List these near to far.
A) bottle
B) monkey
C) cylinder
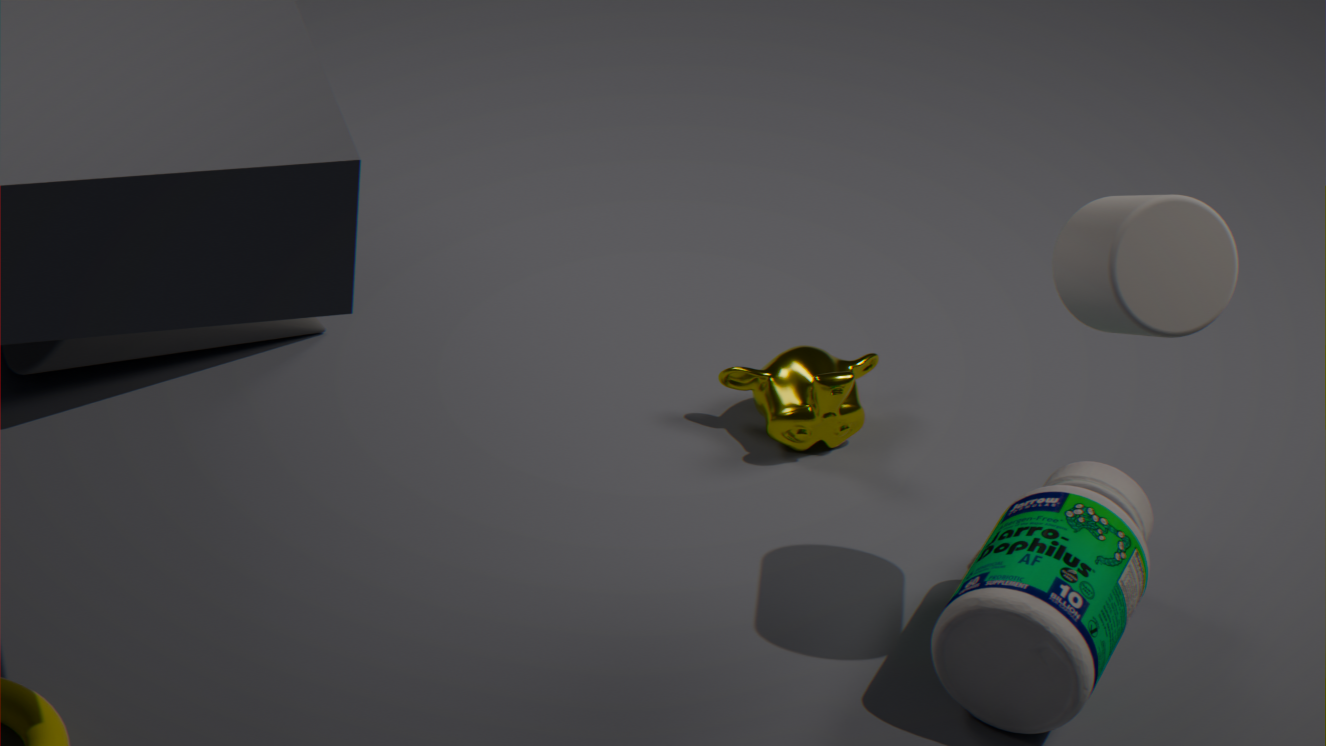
1. cylinder
2. bottle
3. monkey
